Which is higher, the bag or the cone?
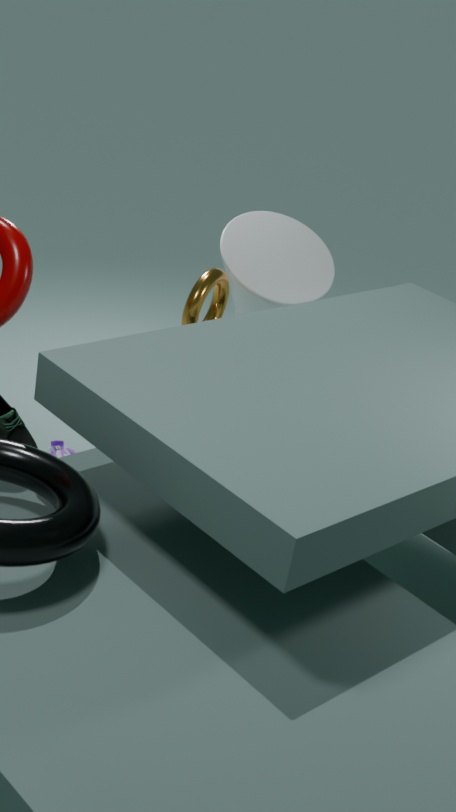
the cone
